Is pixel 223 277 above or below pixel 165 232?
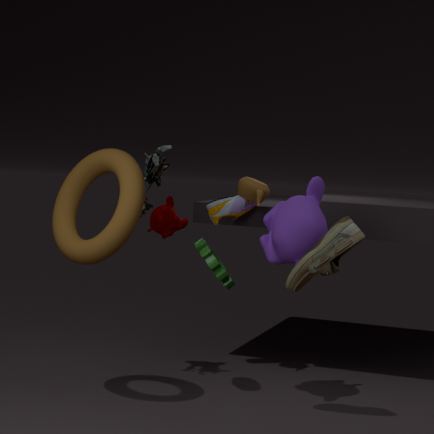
below
